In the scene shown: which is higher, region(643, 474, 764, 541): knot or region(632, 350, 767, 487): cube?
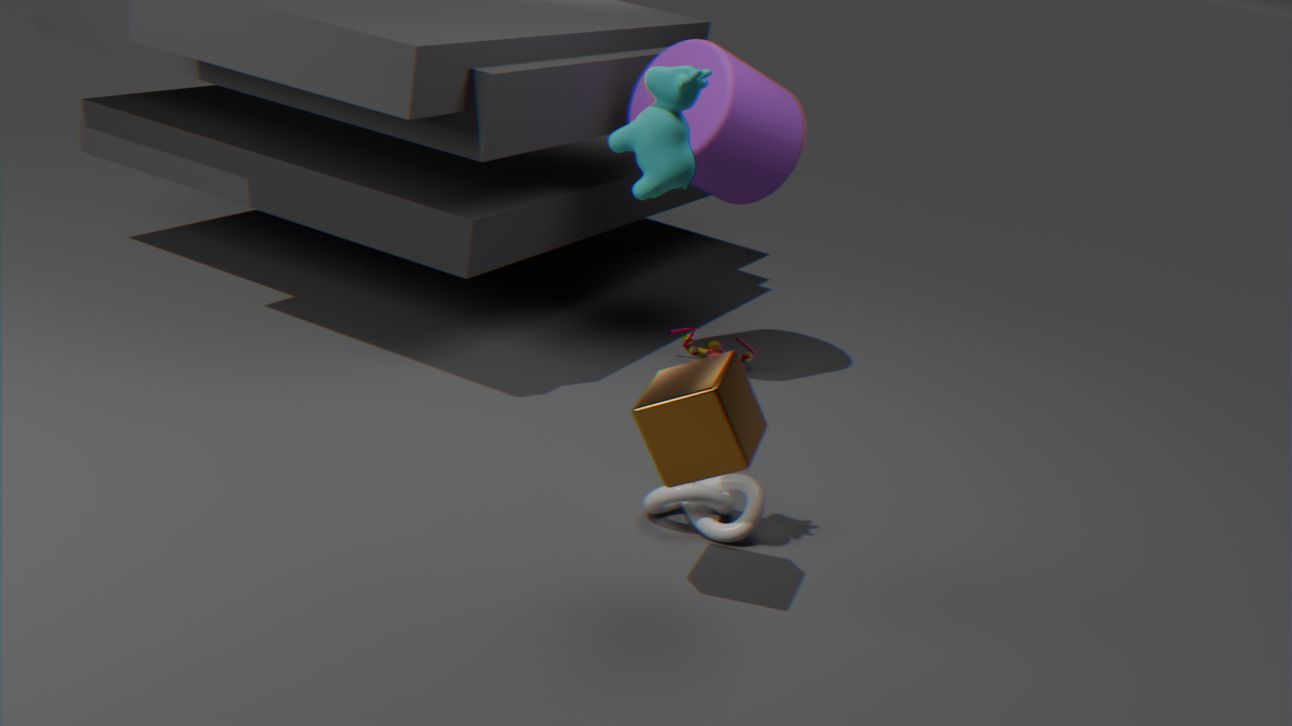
region(632, 350, 767, 487): cube
